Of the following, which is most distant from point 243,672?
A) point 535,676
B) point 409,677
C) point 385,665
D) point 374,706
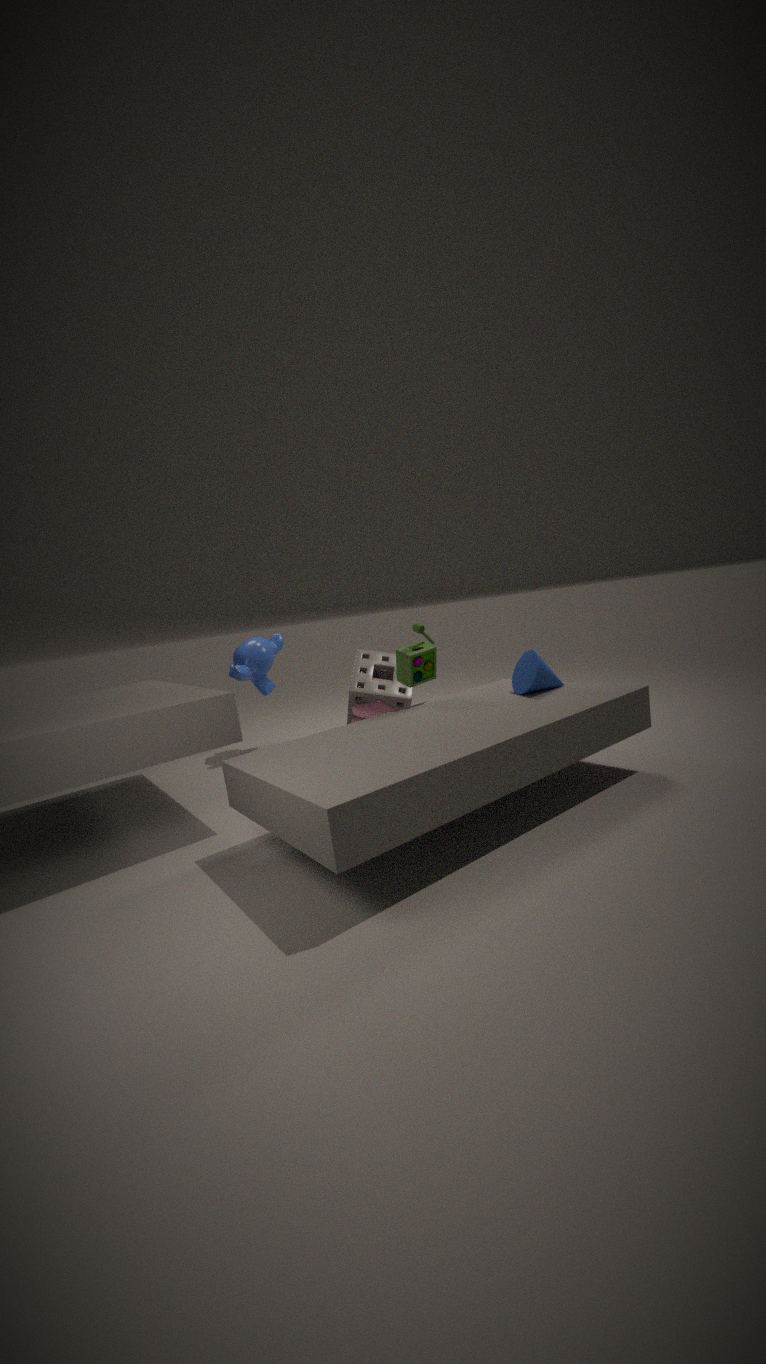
point 535,676
